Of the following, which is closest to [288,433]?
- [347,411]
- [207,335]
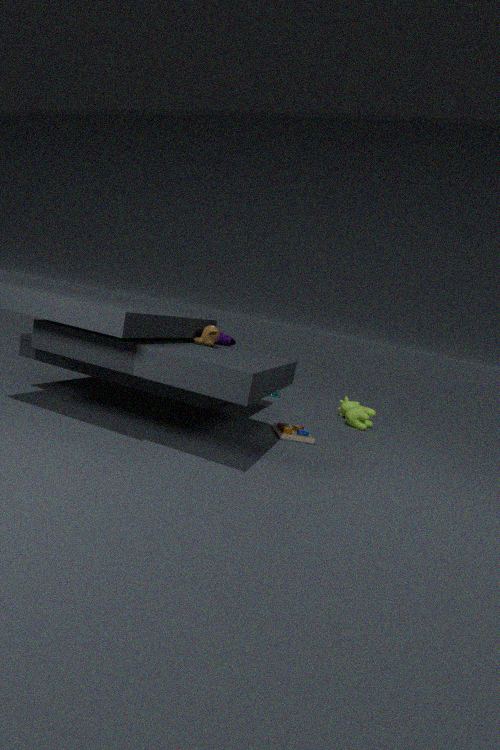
[207,335]
